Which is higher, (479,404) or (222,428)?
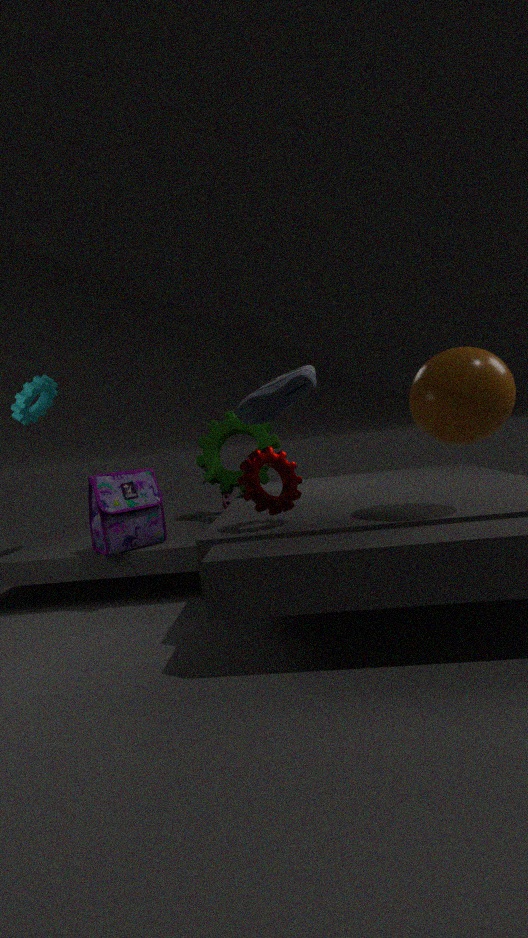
(479,404)
